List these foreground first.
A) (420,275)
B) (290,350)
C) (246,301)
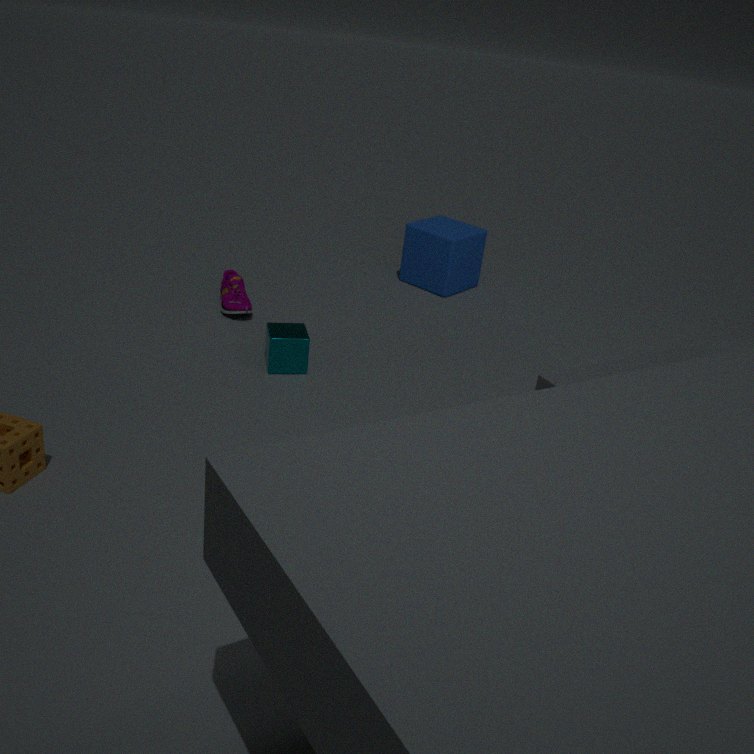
(290,350), (246,301), (420,275)
